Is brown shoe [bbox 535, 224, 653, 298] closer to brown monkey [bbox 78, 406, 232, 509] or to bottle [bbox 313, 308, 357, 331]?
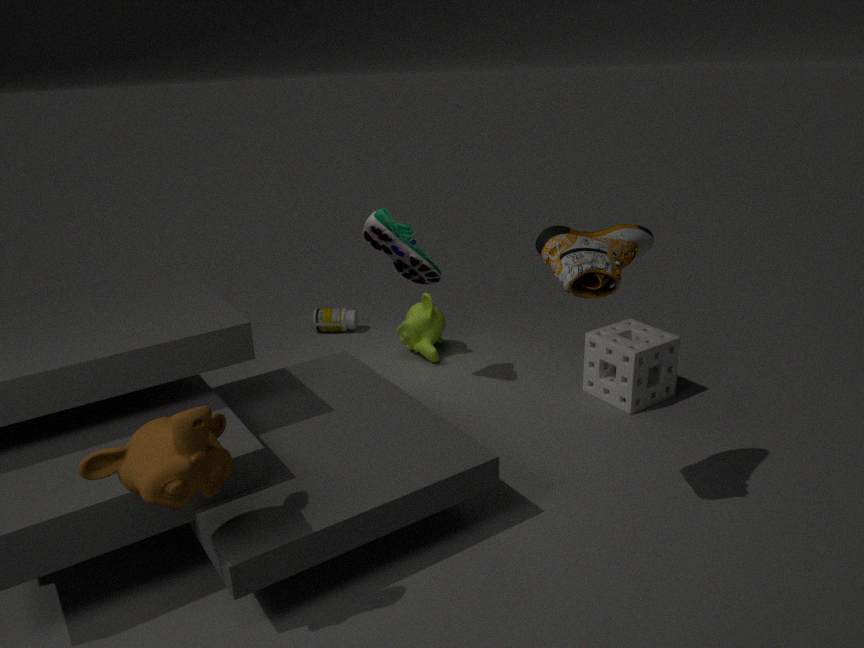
brown monkey [bbox 78, 406, 232, 509]
